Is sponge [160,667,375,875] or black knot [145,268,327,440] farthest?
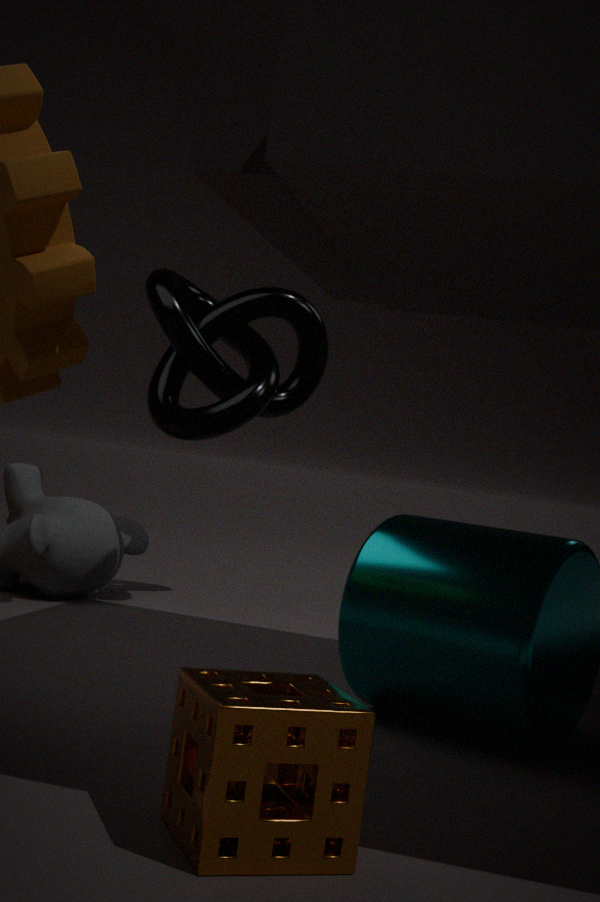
black knot [145,268,327,440]
